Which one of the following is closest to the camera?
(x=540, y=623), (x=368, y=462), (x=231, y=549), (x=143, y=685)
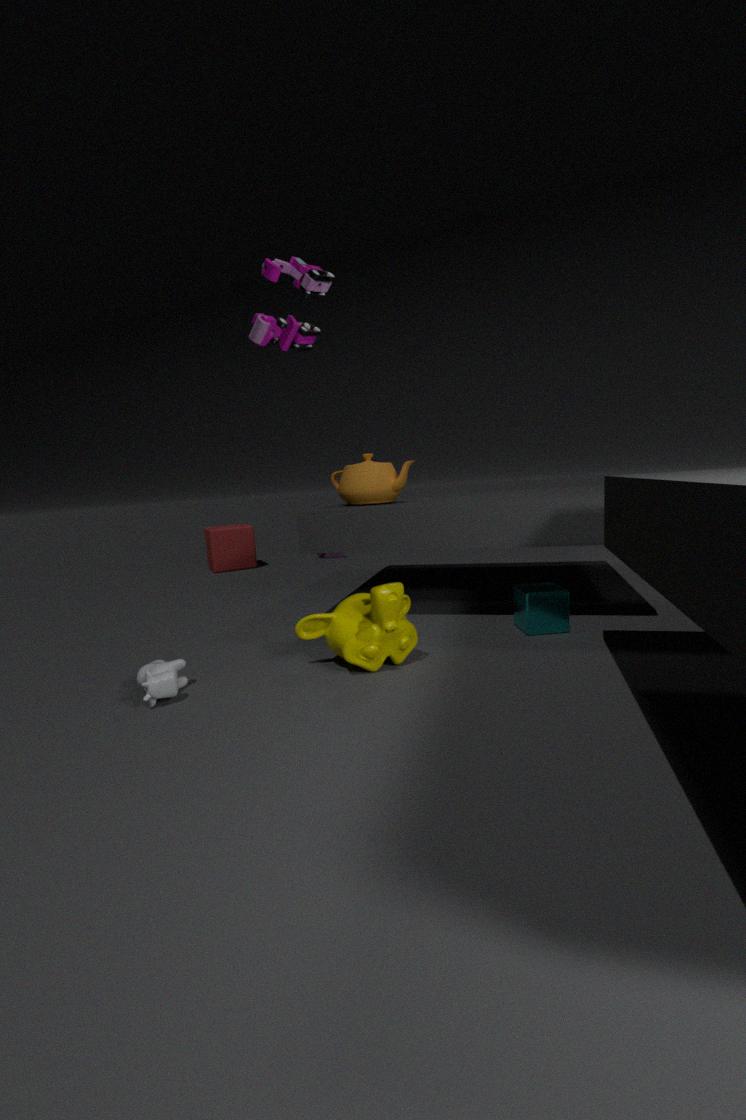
(x=143, y=685)
